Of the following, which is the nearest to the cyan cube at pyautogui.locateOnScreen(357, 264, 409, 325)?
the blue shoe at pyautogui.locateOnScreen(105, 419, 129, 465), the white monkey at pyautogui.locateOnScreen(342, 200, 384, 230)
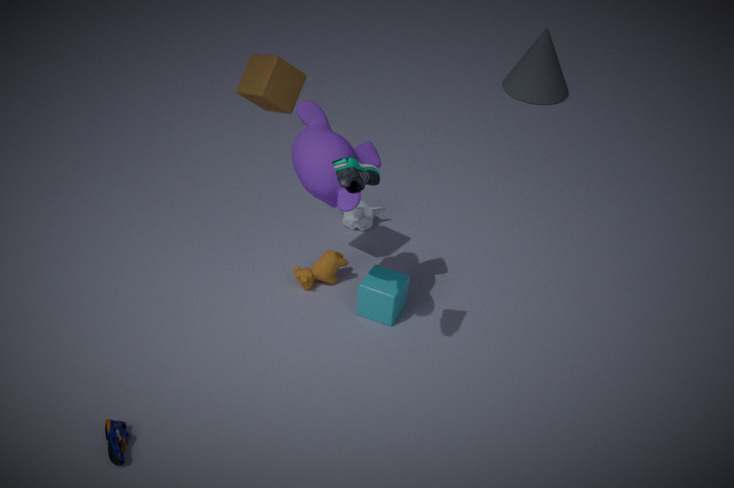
the white monkey at pyautogui.locateOnScreen(342, 200, 384, 230)
